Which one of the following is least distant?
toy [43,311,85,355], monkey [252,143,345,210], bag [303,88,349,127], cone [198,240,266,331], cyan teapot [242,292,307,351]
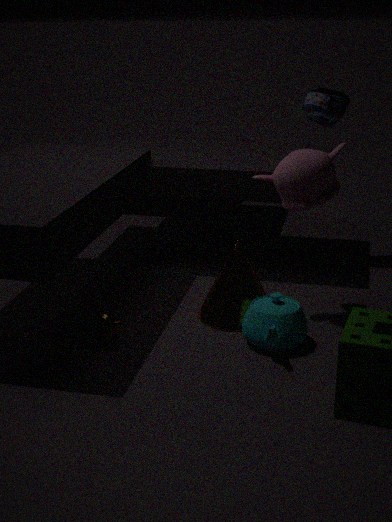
cyan teapot [242,292,307,351]
